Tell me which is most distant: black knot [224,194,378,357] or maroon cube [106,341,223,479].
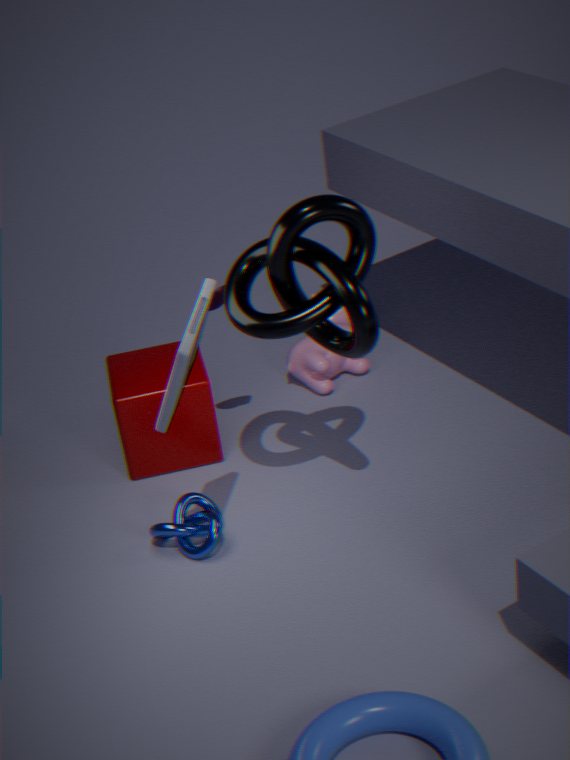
maroon cube [106,341,223,479]
